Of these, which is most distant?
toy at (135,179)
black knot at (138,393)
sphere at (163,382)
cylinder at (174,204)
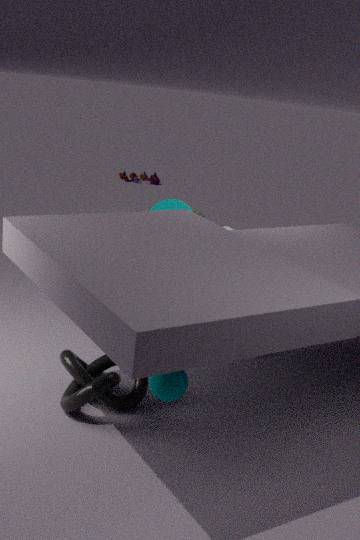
toy at (135,179)
